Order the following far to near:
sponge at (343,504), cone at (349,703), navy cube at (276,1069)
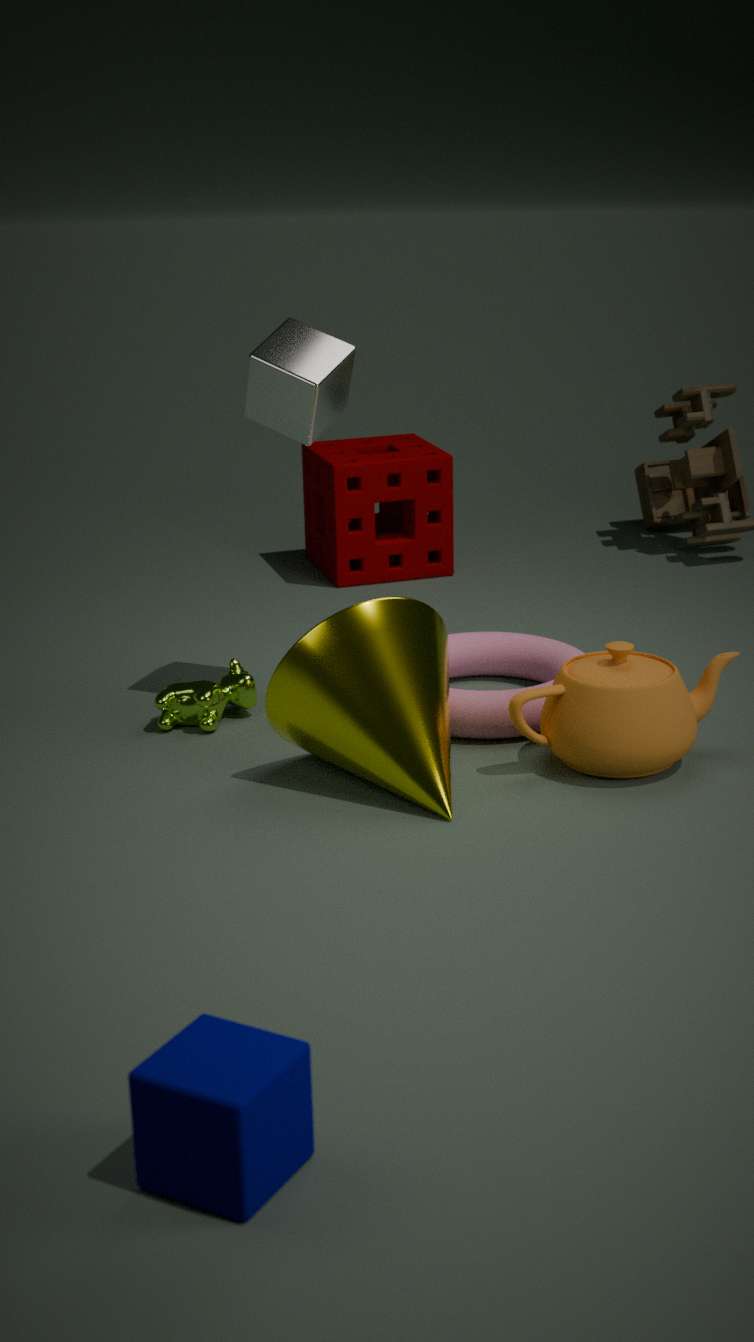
sponge at (343,504) → cone at (349,703) → navy cube at (276,1069)
